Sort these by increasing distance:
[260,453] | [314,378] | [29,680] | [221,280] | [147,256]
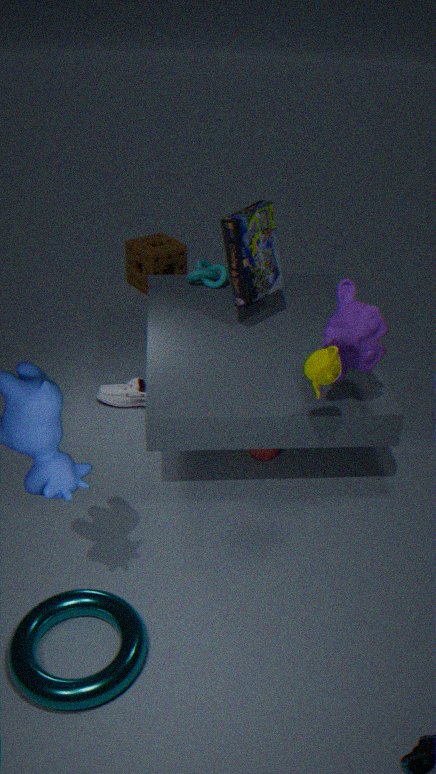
[29,680], [314,378], [260,453], [221,280], [147,256]
